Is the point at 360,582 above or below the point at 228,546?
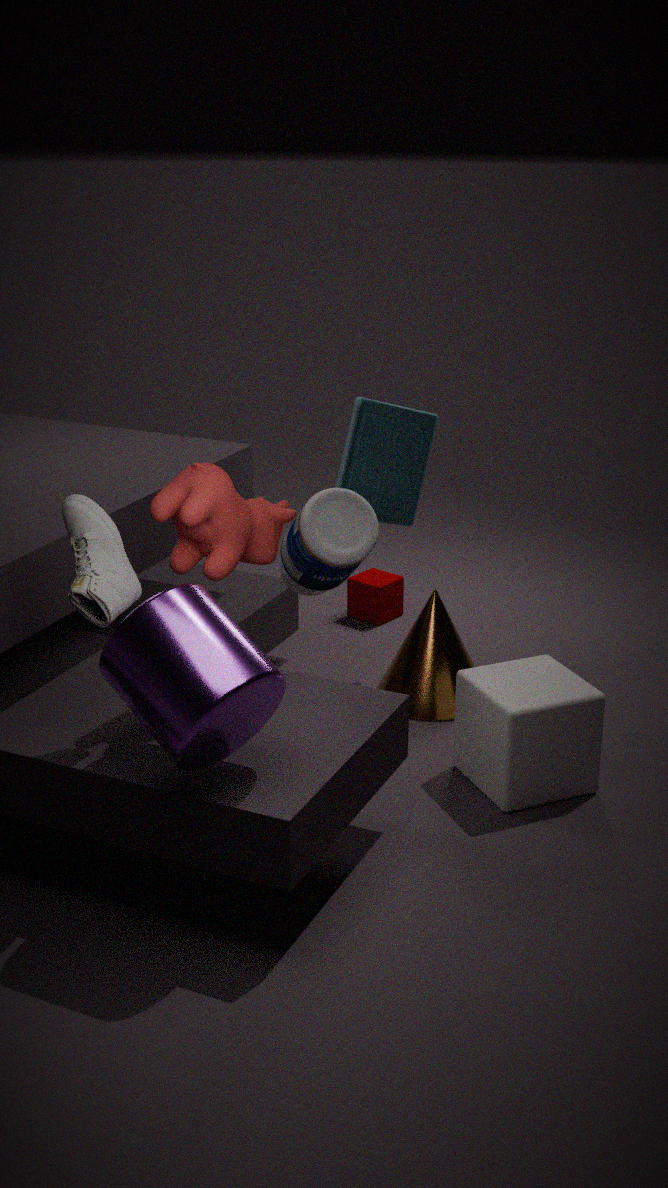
below
